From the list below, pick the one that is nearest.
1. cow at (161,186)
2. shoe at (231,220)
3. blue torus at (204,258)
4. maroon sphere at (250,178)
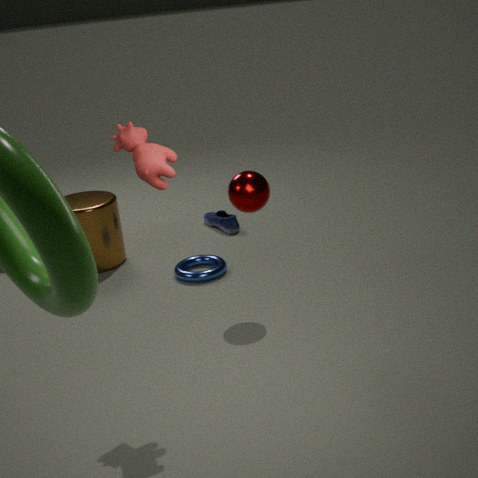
cow at (161,186)
